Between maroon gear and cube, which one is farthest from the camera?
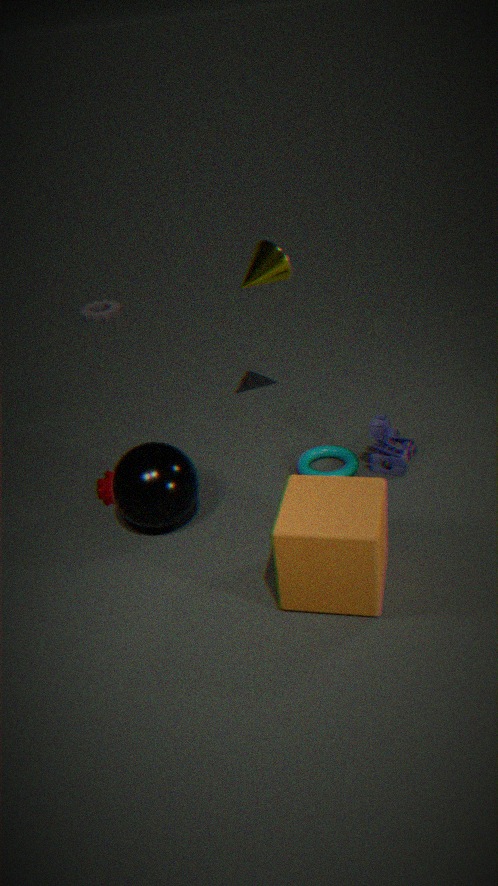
maroon gear
